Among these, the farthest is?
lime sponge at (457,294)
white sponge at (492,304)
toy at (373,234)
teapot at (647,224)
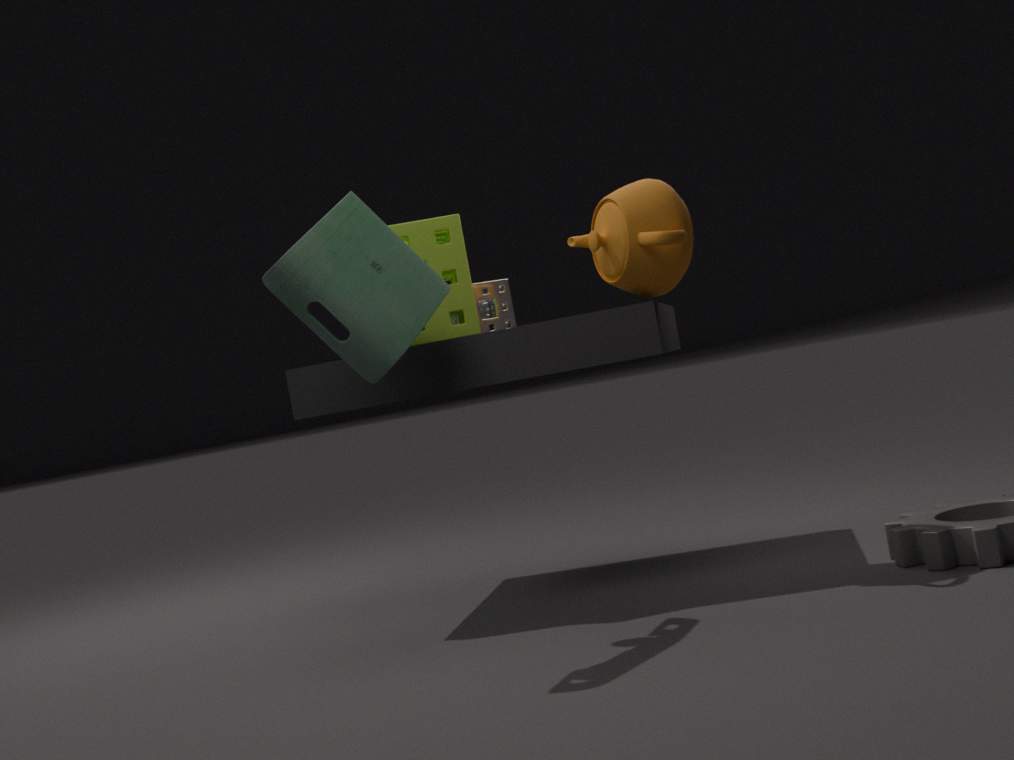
white sponge at (492,304)
